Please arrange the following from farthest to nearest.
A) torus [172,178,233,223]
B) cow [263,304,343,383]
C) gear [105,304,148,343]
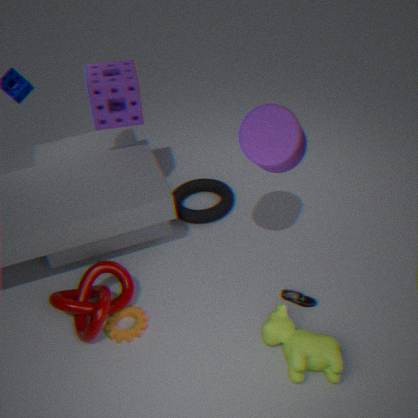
1. torus [172,178,233,223]
2. gear [105,304,148,343]
3. cow [263,304,343,383]
